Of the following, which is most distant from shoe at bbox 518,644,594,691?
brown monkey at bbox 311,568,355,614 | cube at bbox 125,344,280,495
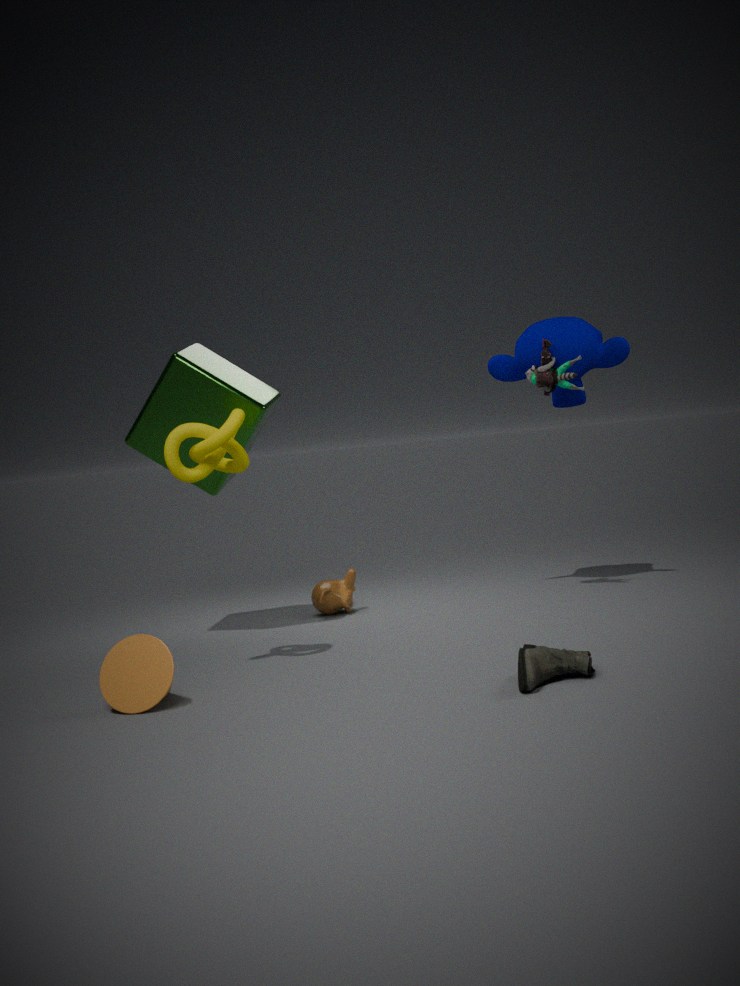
brown monkey at bbox 311,568,355,614
